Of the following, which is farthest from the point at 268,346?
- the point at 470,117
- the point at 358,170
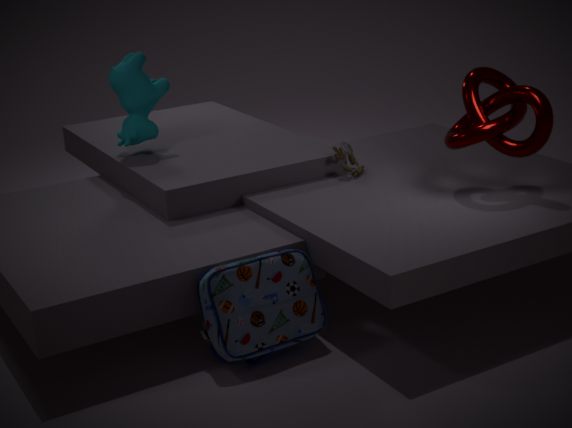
the point at 470,117
